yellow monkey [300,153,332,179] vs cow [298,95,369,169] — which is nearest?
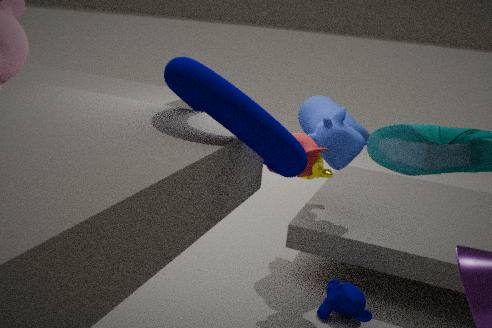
cow [298,95,369,169]
